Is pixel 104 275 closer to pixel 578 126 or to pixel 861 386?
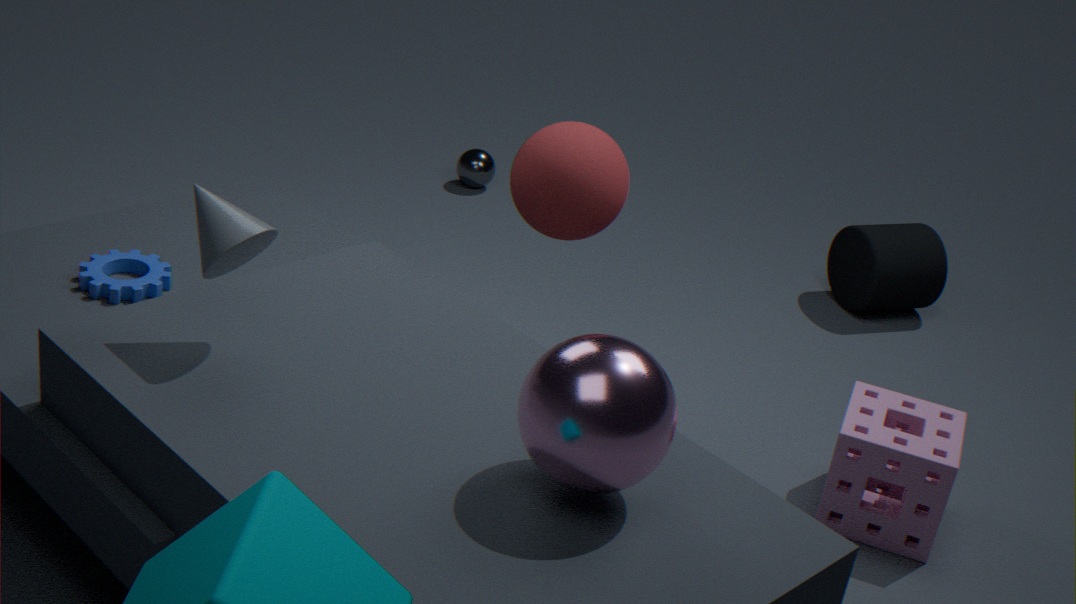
pixel 578 126
